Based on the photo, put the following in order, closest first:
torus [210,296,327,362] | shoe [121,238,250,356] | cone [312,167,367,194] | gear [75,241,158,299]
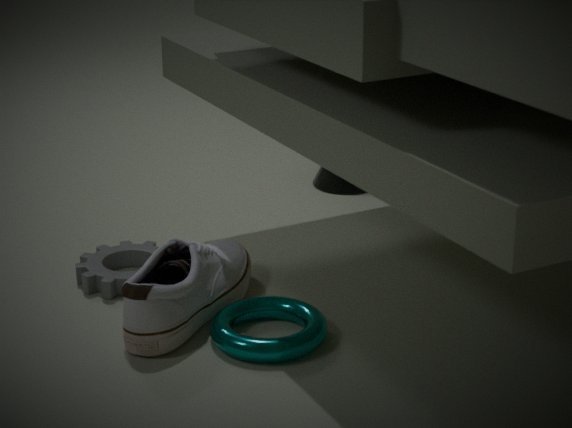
torus [210,296,327,362], shoe [121,238,250,356], gear [75,241,158,299], cone [312,167,367,194]
